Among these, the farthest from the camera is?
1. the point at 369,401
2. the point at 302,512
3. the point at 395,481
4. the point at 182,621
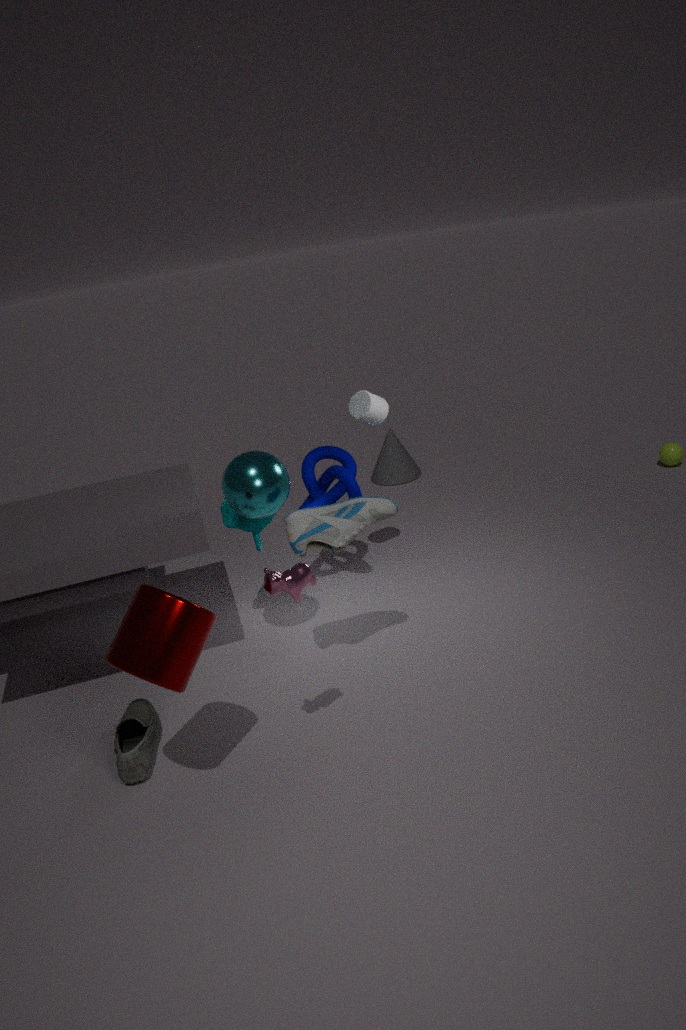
the point at 395,481
